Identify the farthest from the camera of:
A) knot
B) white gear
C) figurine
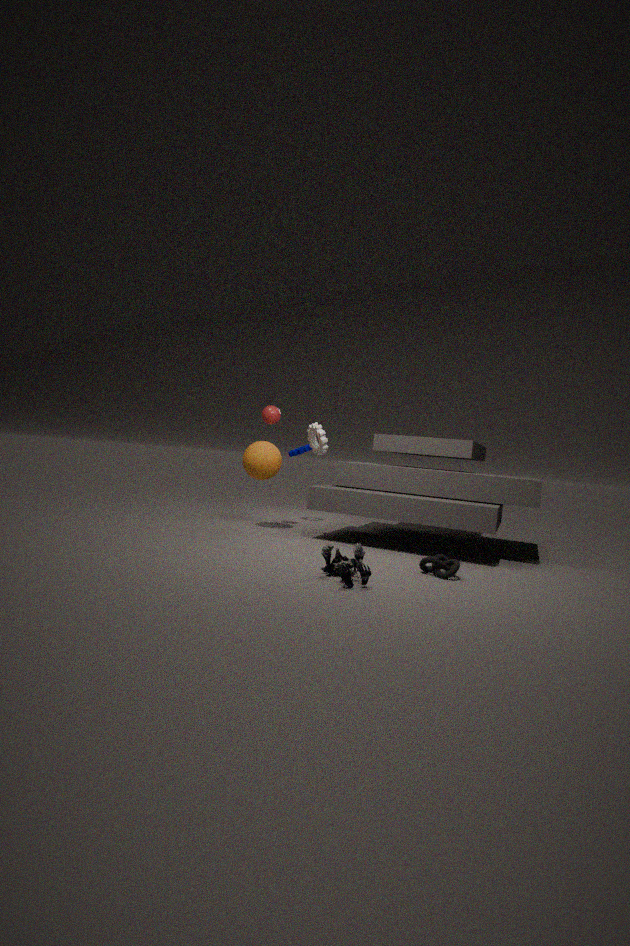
white gear
